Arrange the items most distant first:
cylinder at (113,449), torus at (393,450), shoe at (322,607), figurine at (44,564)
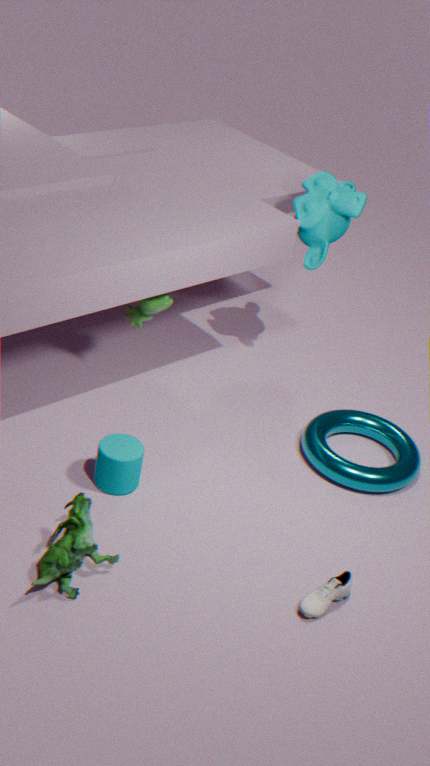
torus at (393,450) → cylinder at (113,449) → shoe at (322,607) → figurine at (44,564)
